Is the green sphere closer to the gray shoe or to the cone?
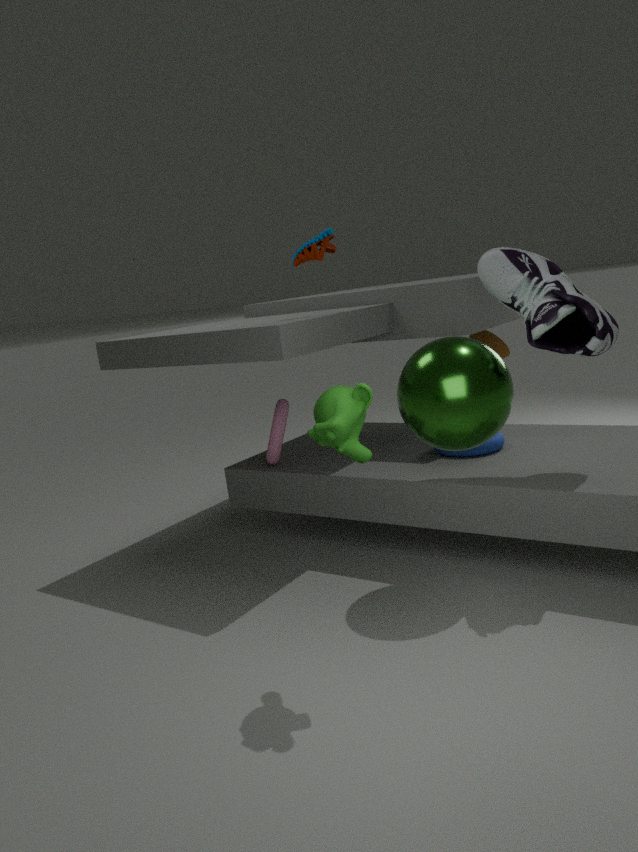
the gray shoe
